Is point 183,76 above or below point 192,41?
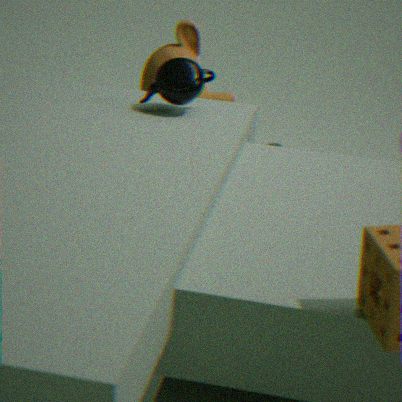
above
